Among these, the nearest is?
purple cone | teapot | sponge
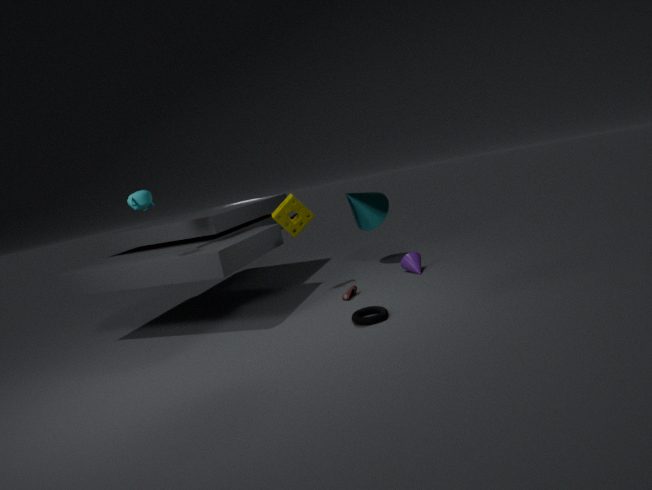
sponge
